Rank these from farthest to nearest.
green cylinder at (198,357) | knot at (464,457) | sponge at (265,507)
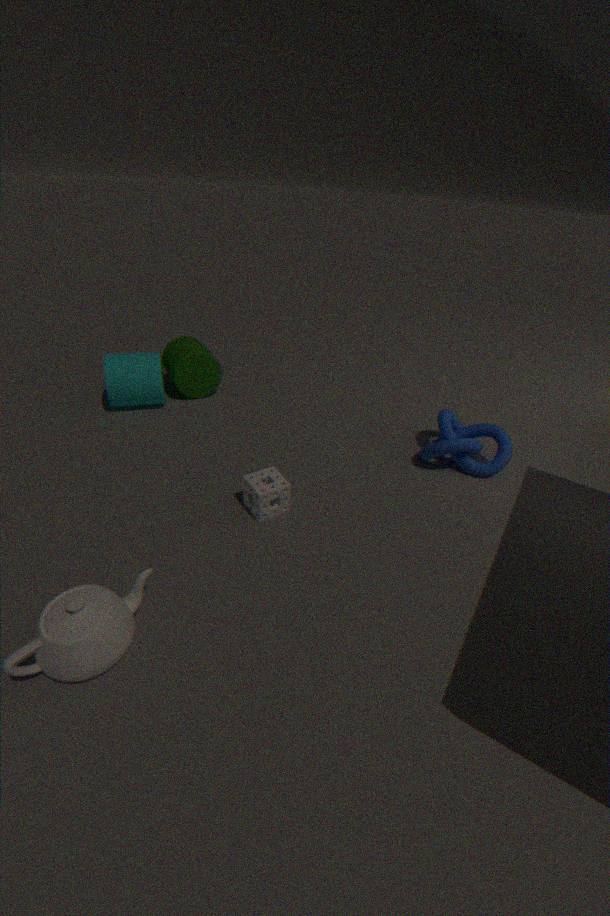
green cylinder at (198,357) < knot at (464,457) < sponge at (265,507)
